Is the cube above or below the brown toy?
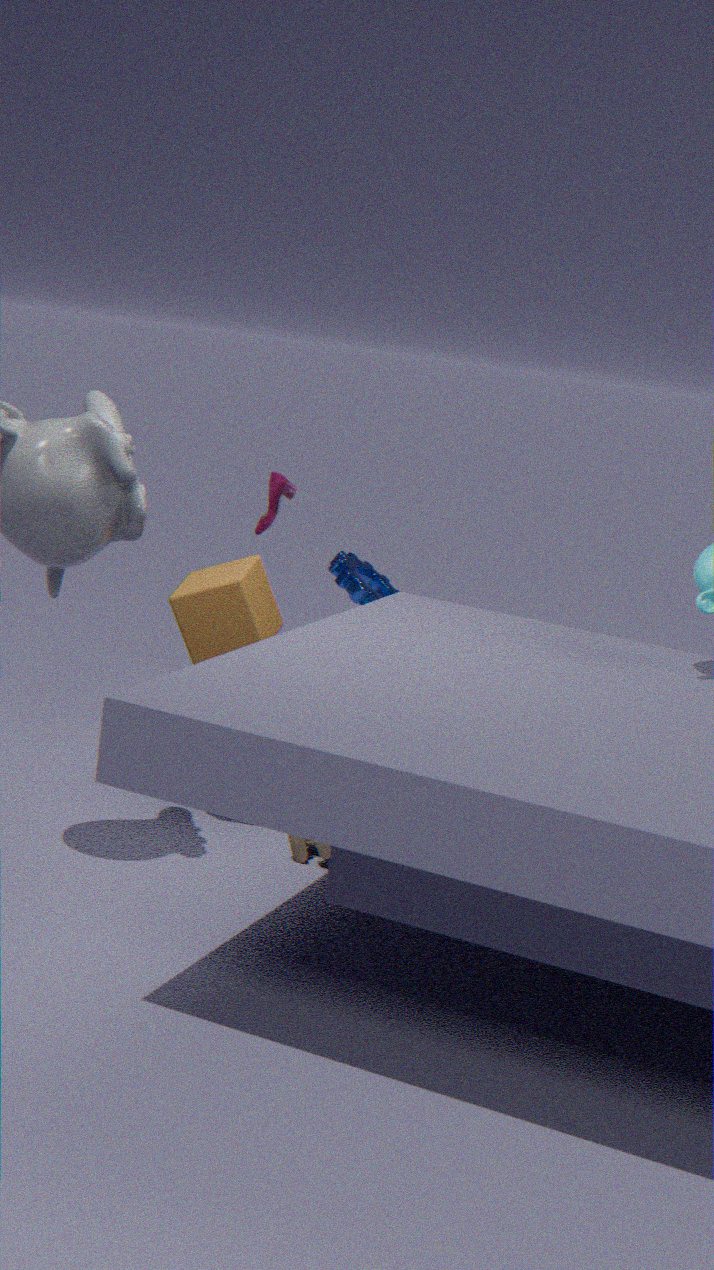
above
